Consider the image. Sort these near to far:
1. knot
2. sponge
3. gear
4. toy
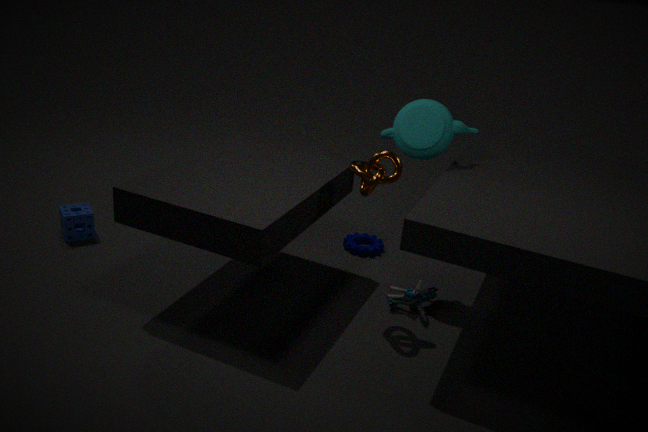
knot < toy < sponge < gear
